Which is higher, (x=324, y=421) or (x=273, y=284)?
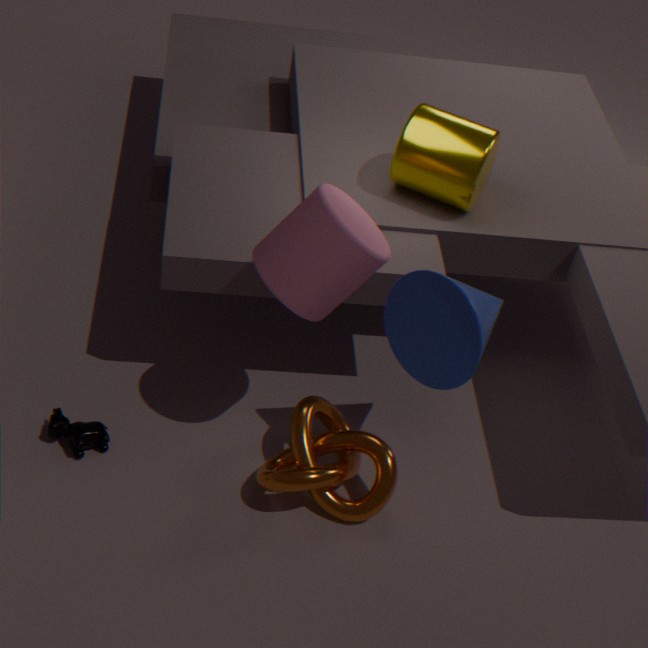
(x=273, y=284)
